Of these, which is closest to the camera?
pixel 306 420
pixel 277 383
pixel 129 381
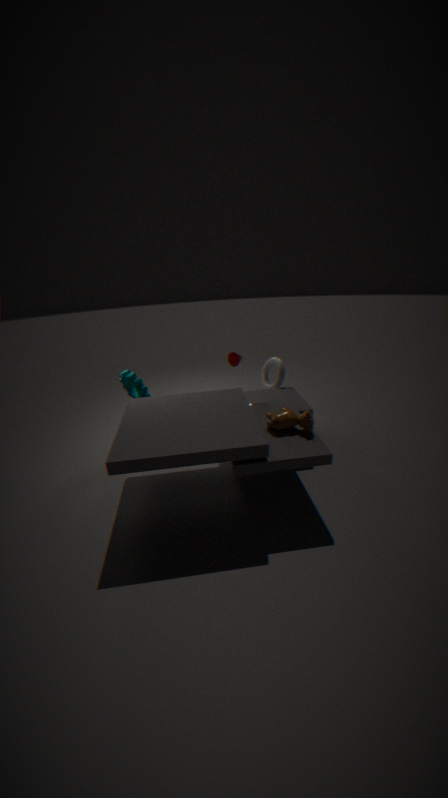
pixel 306 420
